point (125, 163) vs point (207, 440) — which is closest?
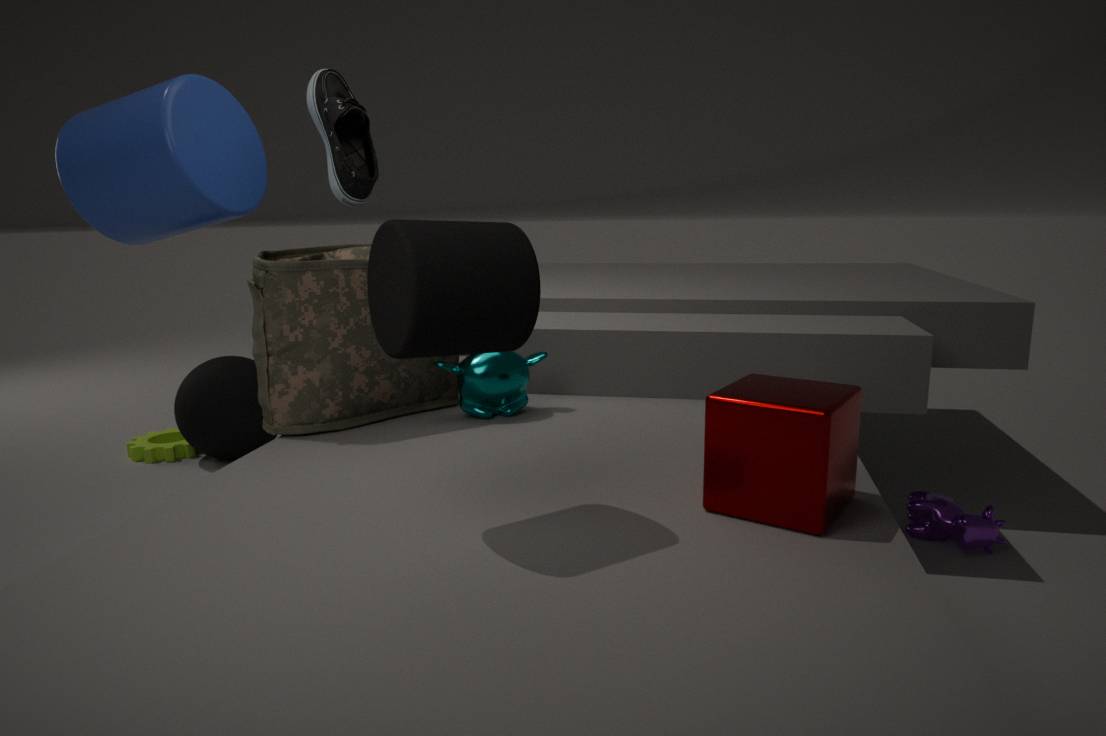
point (125, 163)
